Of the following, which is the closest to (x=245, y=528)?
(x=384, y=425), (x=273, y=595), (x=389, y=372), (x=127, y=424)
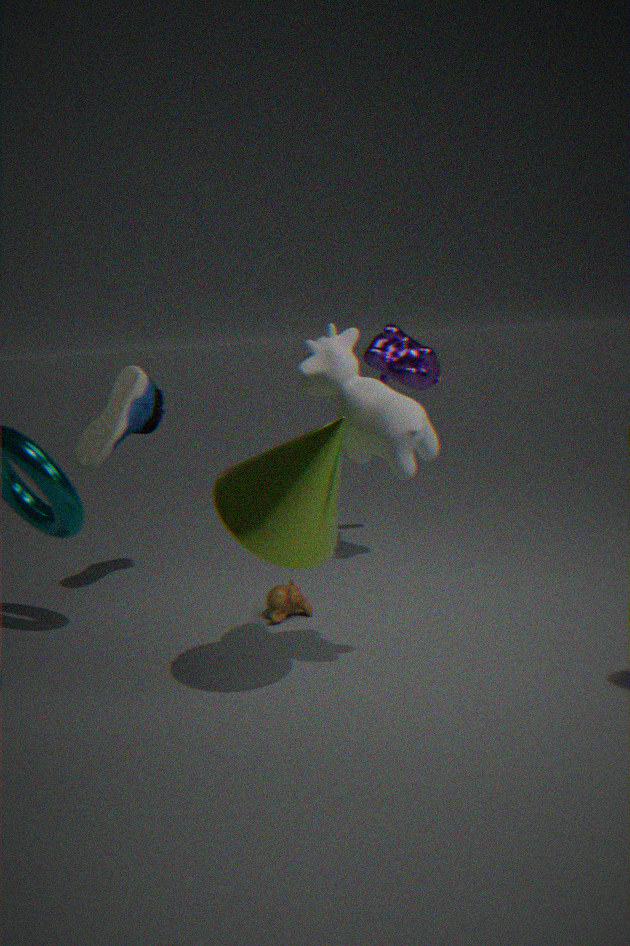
(x=384, y=425)
